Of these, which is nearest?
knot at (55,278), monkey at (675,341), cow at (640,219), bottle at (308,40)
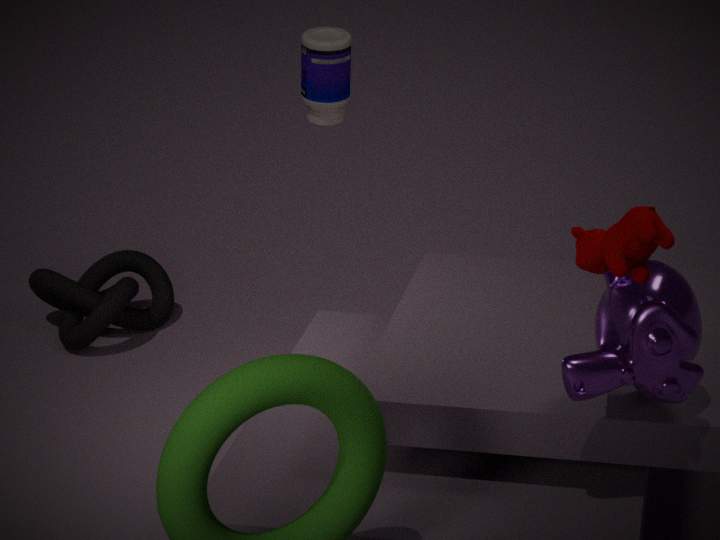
cow at (640,219)
